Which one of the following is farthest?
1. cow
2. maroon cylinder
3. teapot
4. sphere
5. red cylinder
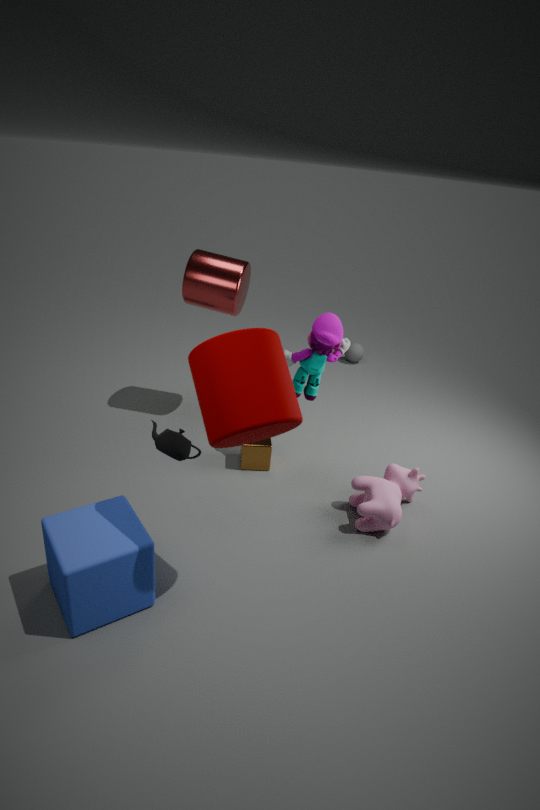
sphere
